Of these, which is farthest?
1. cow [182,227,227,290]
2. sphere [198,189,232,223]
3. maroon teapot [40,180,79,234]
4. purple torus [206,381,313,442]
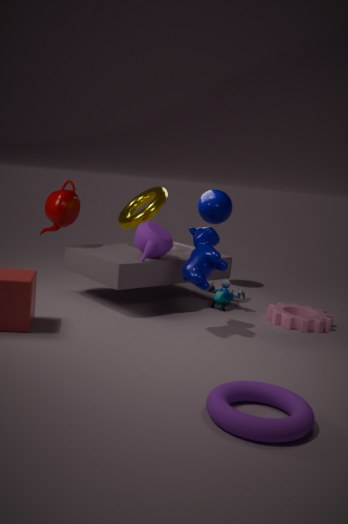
sphere [198,189,232,223]
